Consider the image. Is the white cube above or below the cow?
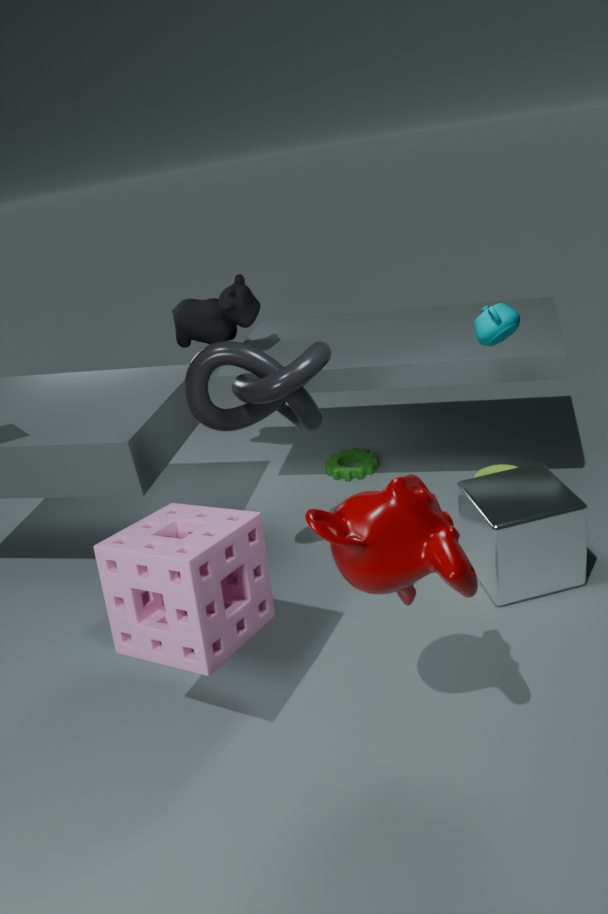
below
